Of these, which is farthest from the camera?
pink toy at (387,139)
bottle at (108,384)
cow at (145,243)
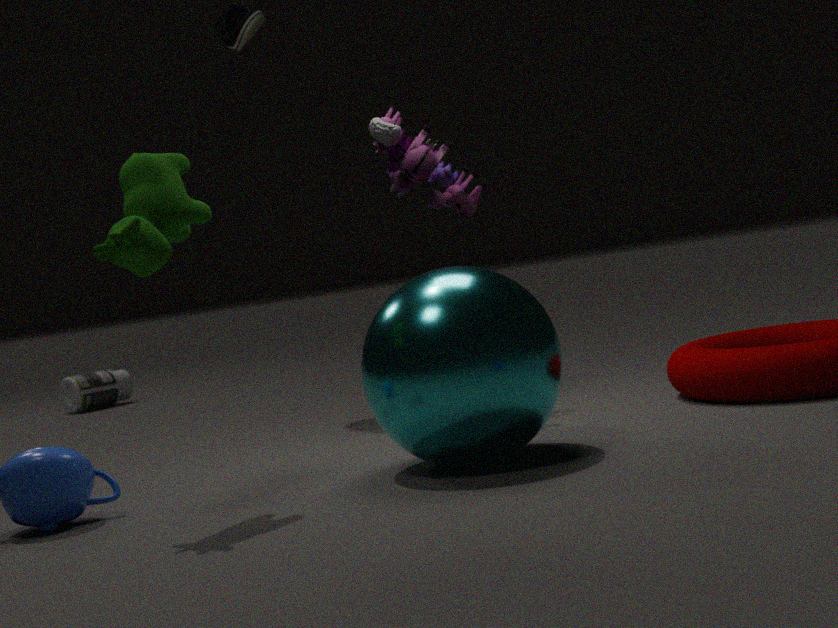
bottle at (108,384)
